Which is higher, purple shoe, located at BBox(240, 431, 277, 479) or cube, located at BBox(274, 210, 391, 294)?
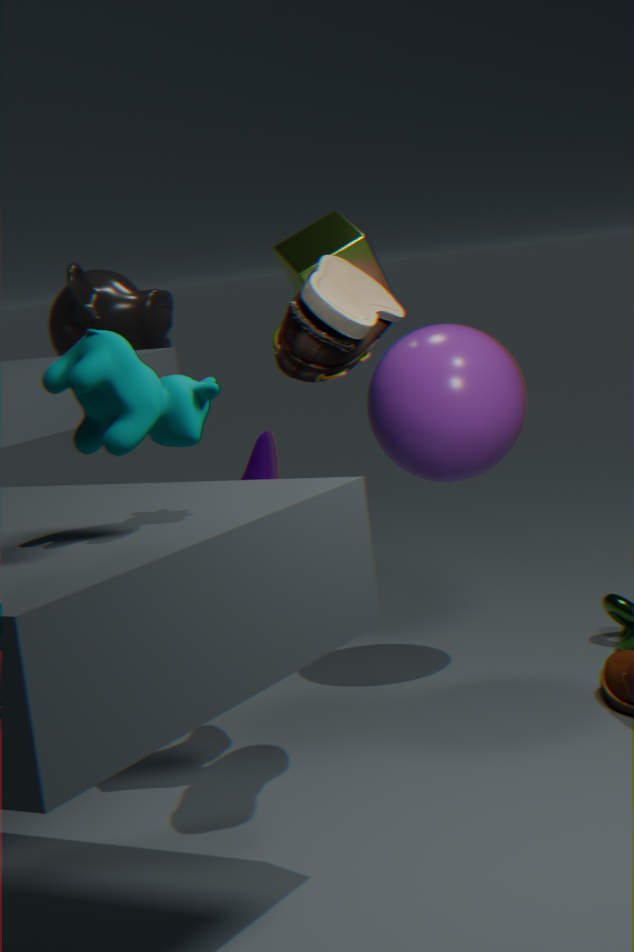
cube, located at BBox(274, 210, 391, 294)
